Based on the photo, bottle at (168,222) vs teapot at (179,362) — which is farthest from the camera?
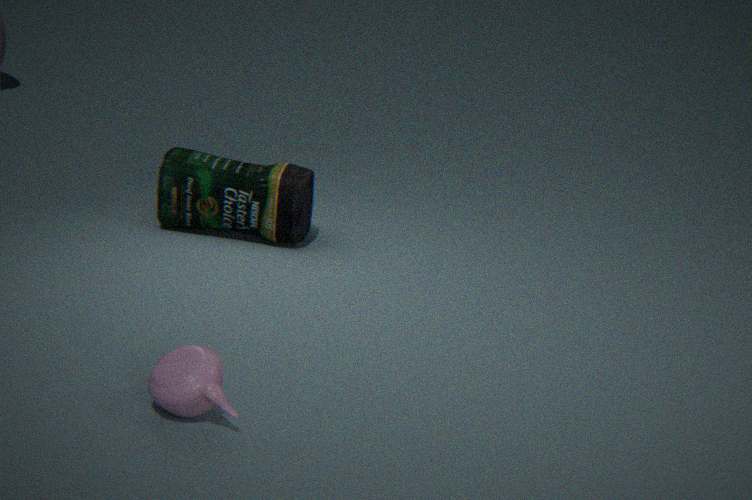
bottle at (168,222)
